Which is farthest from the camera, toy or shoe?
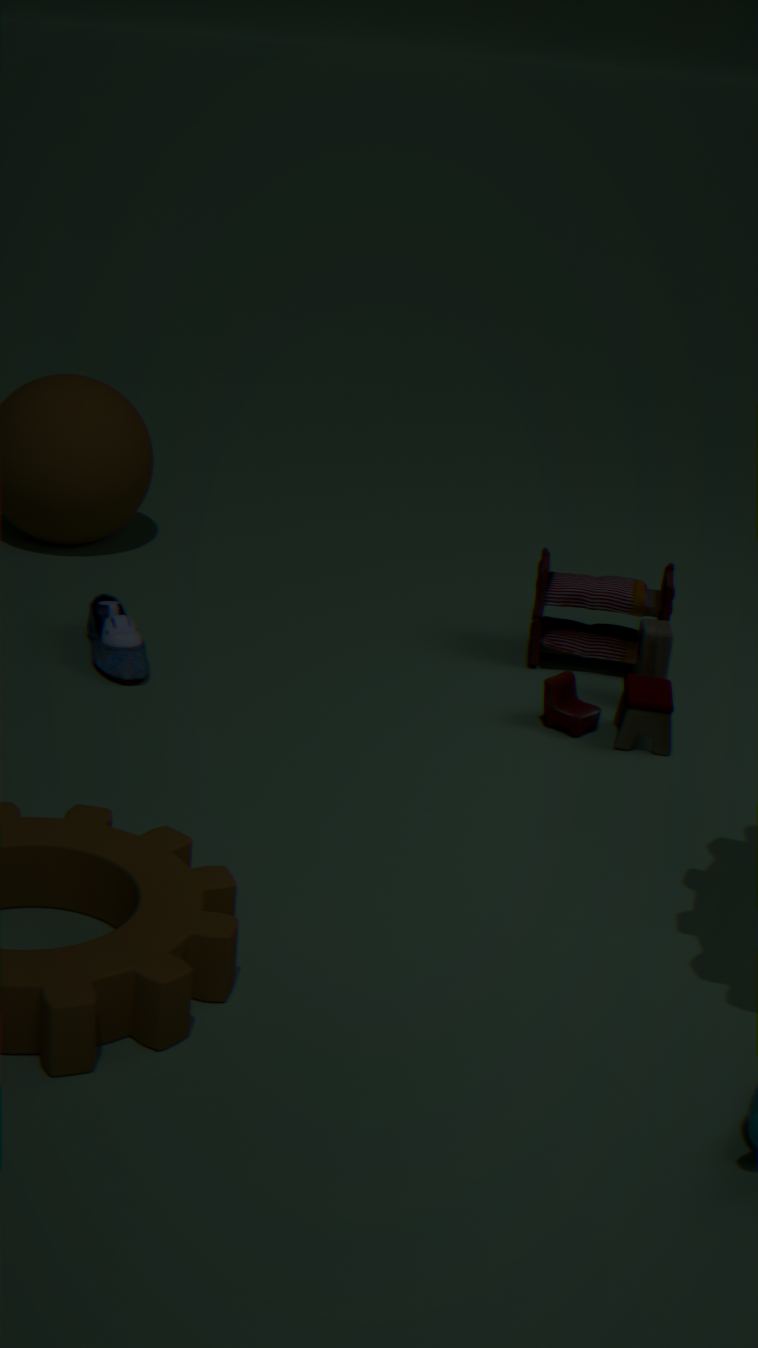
shoe
